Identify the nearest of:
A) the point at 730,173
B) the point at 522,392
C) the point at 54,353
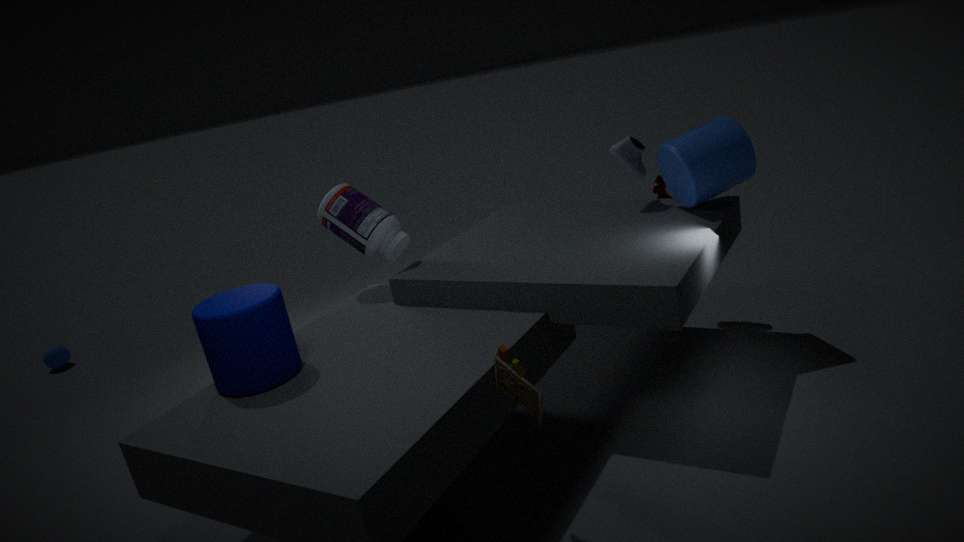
the point at 522,392
